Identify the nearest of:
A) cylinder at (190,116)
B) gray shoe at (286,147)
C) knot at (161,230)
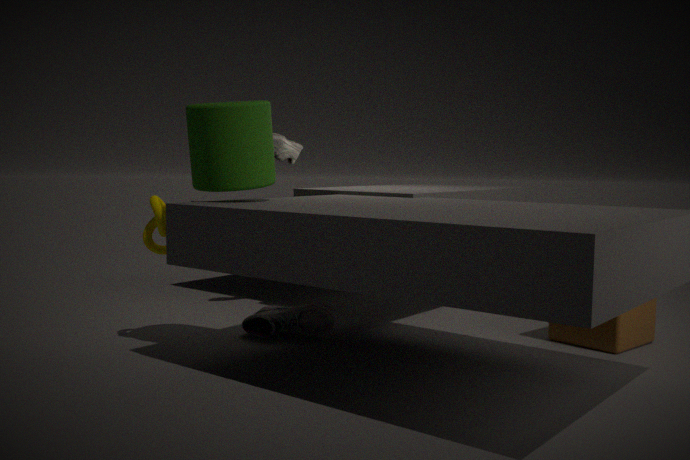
cylinder at (190,116)
